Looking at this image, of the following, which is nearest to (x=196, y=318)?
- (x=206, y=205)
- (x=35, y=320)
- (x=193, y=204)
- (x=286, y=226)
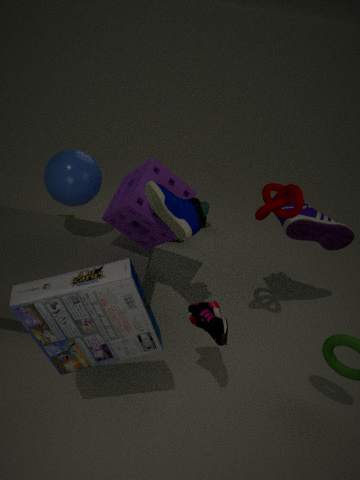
(x=35, y=320)
